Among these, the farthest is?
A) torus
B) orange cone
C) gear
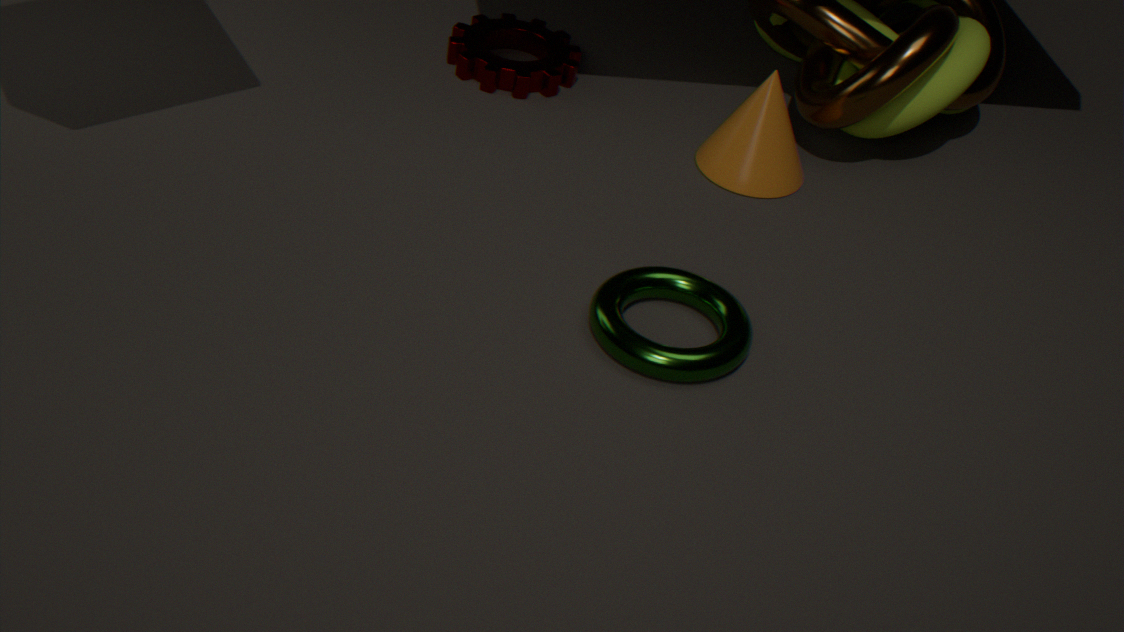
gear
